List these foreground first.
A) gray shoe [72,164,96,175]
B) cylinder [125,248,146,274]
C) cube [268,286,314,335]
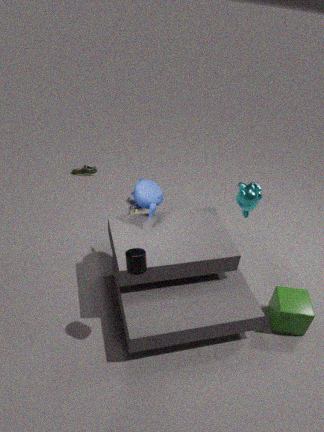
cylinder [125,248,146,274], cube [268,286,314,335], gray shoe [72,164,96,175]
